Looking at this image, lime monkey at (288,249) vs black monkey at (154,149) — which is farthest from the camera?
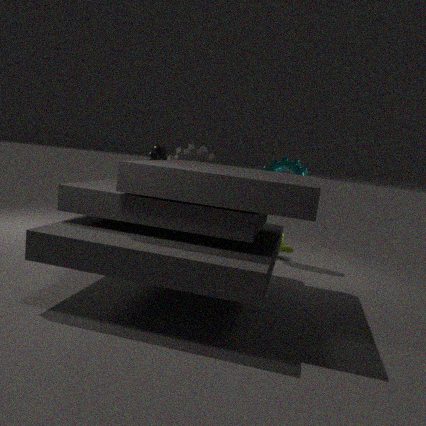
lime monkey at (288,249)
